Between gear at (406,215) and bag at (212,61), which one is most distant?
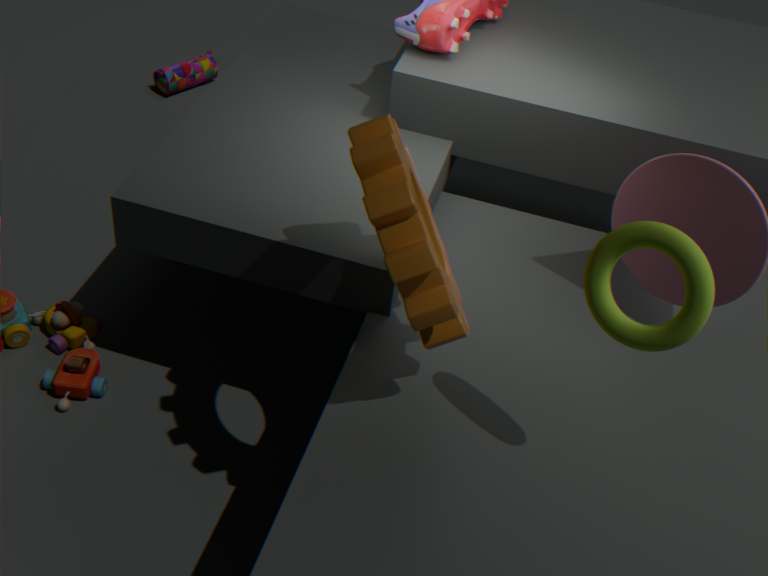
bag at (212,61)
